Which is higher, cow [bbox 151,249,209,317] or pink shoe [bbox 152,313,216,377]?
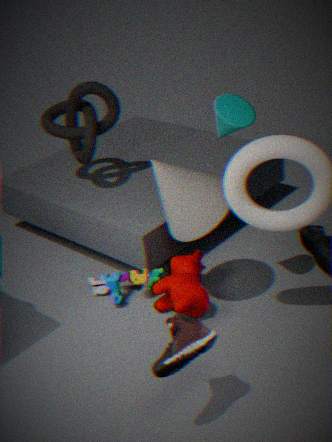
pink shoe [bbox 152,313,216,377]
